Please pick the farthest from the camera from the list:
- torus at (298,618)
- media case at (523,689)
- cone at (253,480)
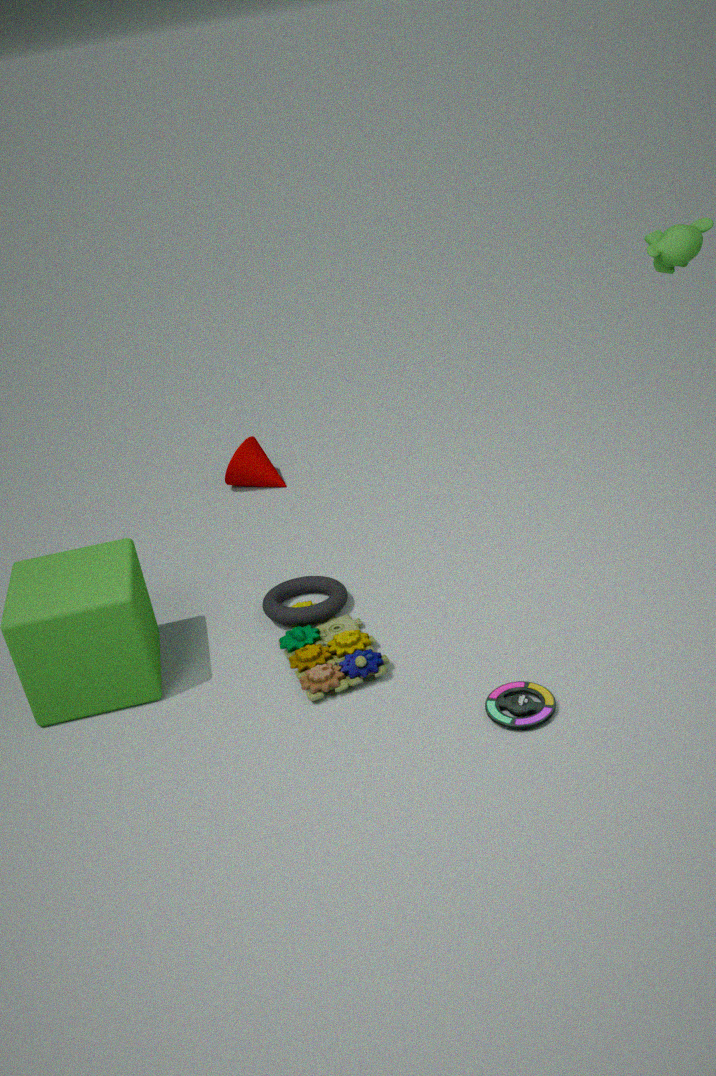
cone at (253,480)
